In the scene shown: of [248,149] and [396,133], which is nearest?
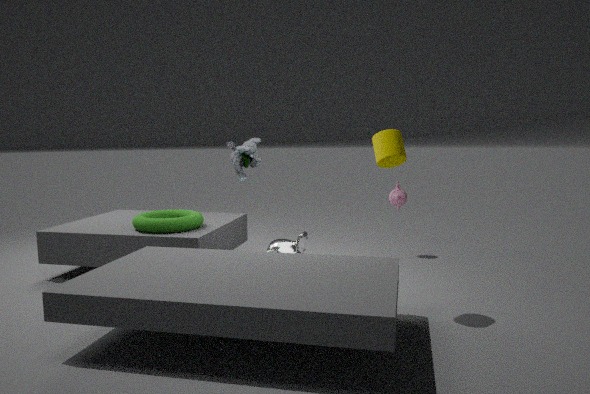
[396,133]
